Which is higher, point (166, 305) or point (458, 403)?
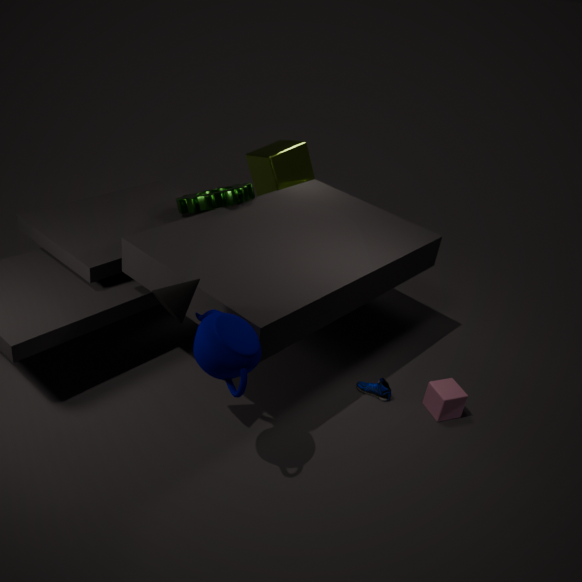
point (166, 305)
